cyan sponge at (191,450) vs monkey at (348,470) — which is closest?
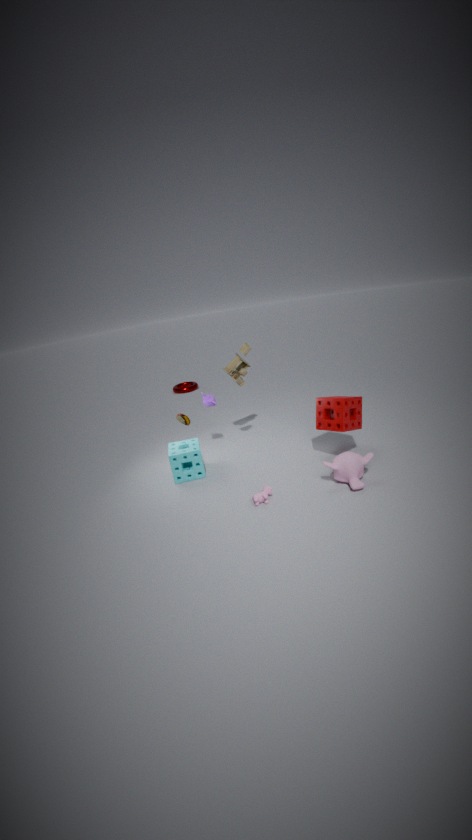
monkey at (348,470)
